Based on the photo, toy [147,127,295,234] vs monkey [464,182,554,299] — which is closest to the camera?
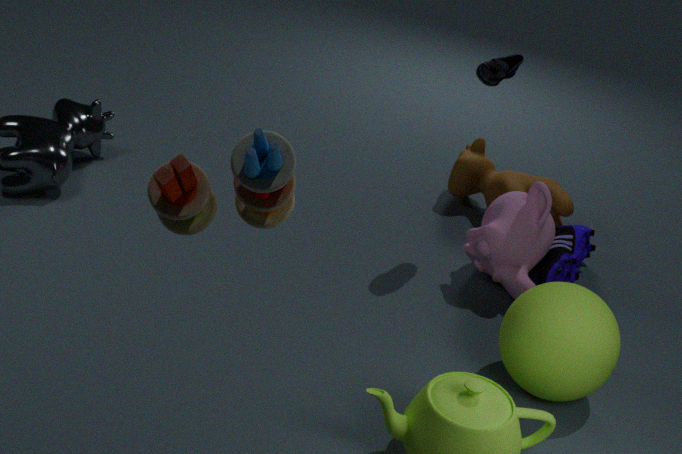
toy [147,127,295,234]
